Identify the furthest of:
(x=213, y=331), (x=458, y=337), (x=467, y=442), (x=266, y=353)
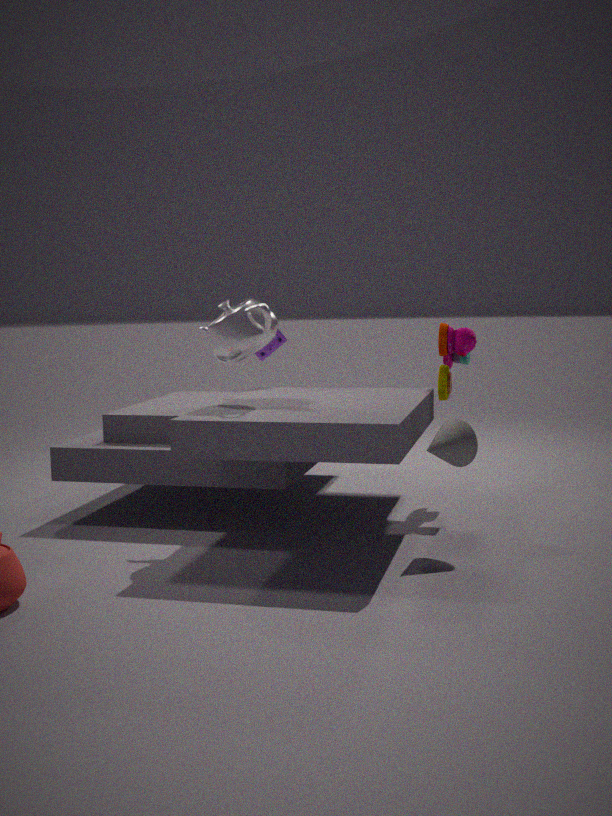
(x=266, y=353)
